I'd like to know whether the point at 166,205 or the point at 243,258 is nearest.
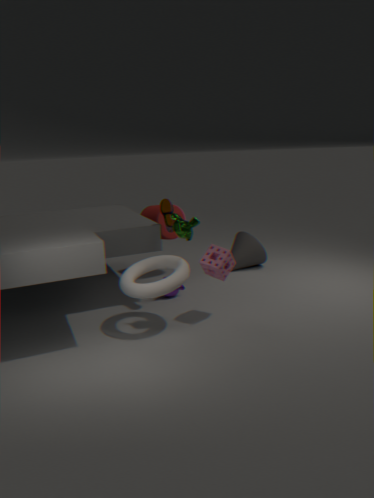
the point at 166,205
